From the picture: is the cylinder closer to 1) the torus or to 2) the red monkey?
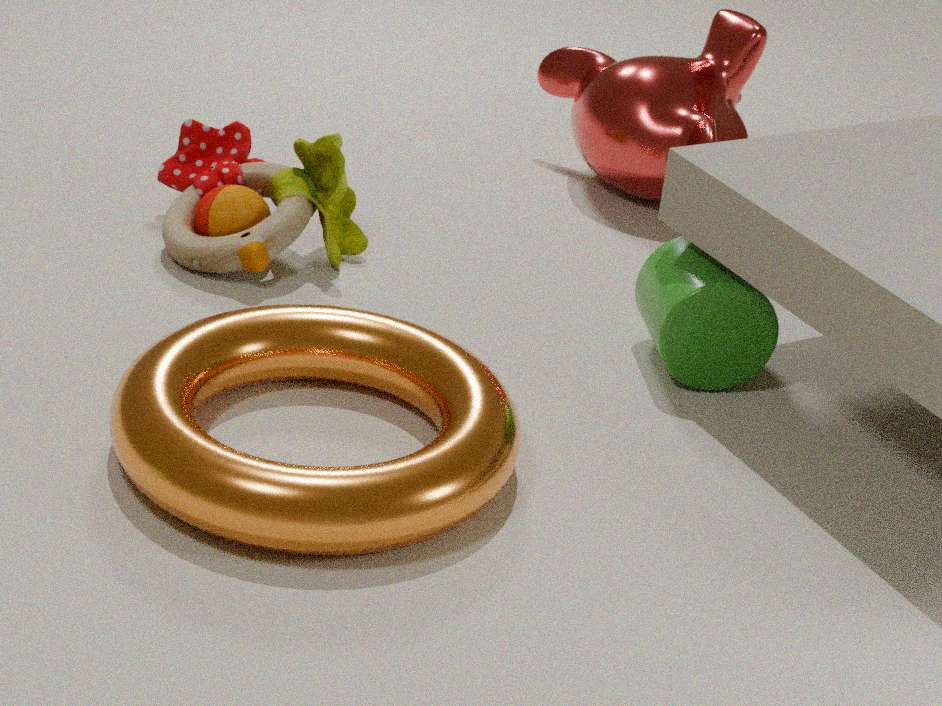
1) the torus
